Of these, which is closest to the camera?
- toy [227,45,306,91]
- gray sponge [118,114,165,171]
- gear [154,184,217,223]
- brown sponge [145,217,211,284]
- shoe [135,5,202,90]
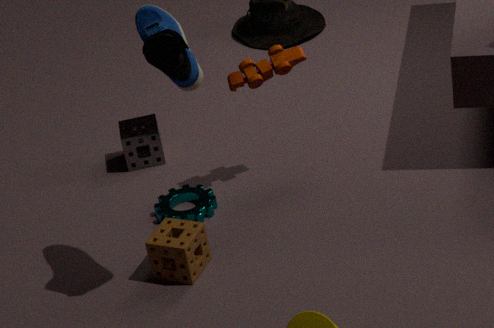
shoe [135,5,202,90]
